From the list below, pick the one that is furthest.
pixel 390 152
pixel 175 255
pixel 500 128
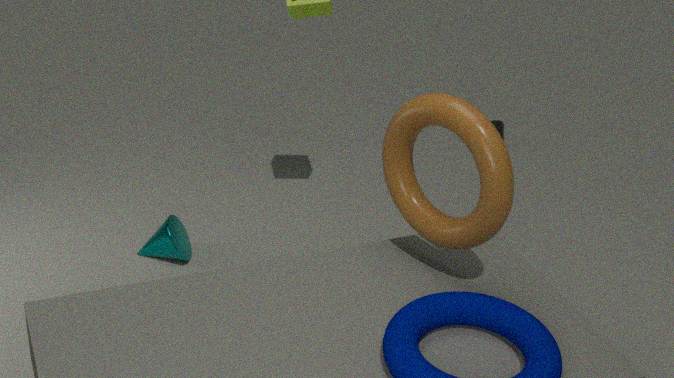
pixel 500 128
